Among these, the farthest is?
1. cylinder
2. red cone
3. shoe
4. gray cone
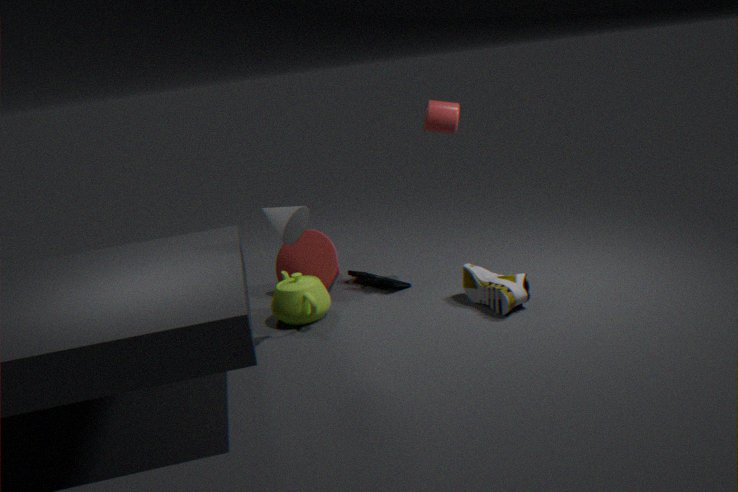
red cone
